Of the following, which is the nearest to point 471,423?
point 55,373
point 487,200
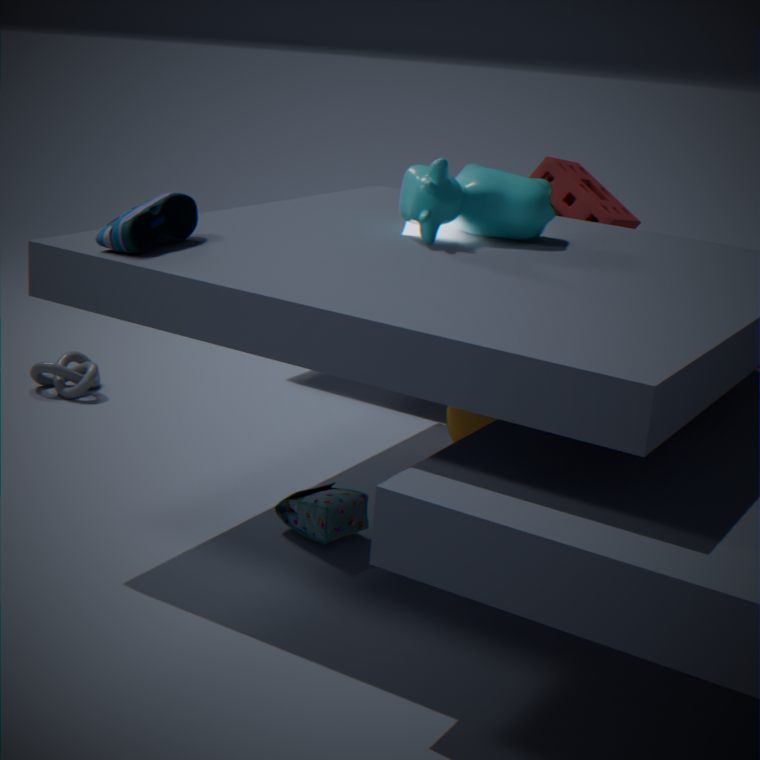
point 487,200
